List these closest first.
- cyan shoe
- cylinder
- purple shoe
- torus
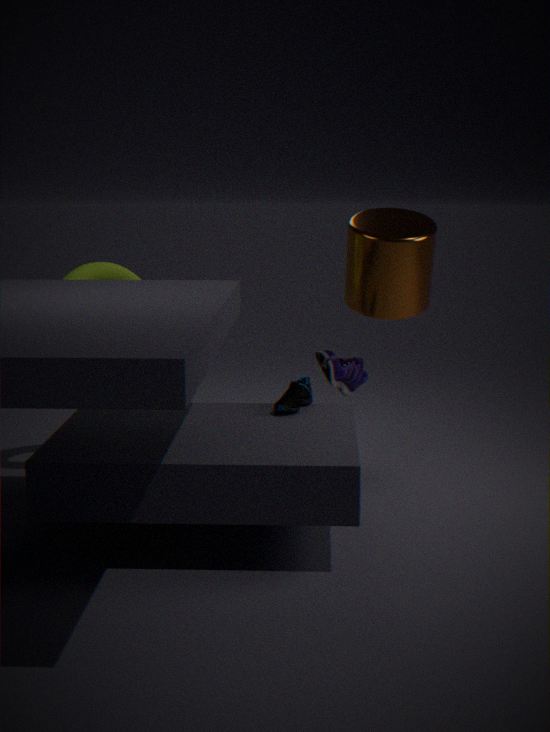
cyan shoe < cylinder < purple shoe < torus
